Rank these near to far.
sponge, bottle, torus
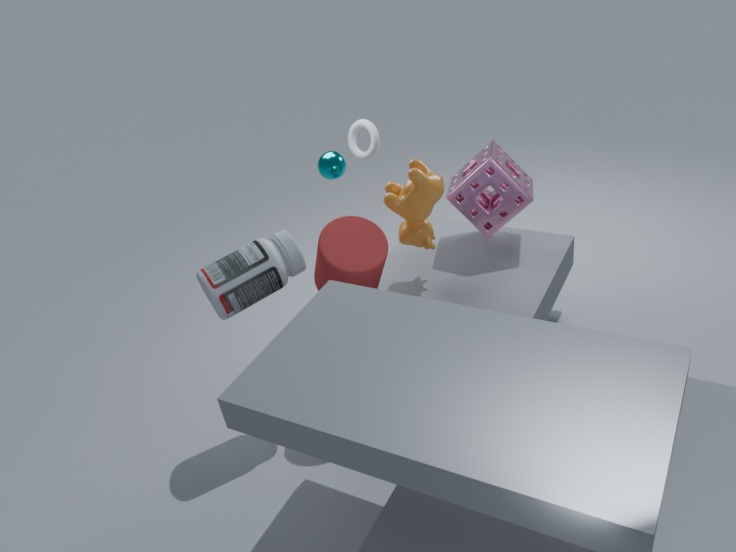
bottle
sponge
torus
